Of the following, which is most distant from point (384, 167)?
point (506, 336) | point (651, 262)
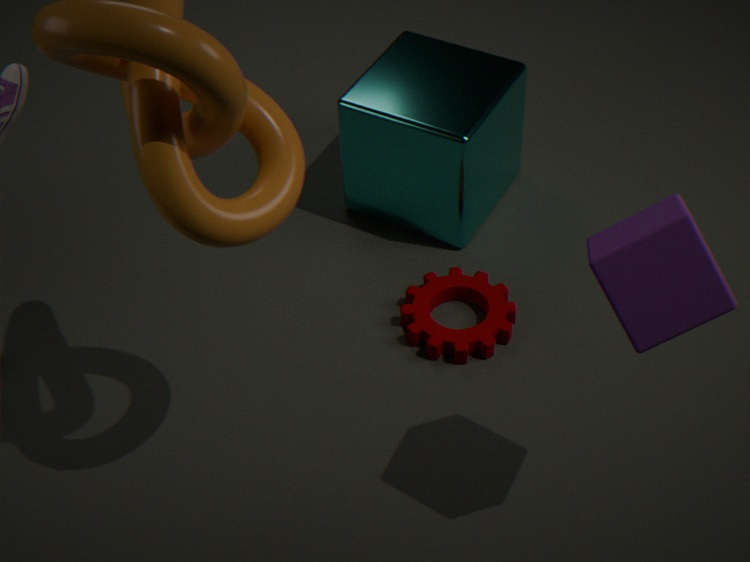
point (651, 262)
